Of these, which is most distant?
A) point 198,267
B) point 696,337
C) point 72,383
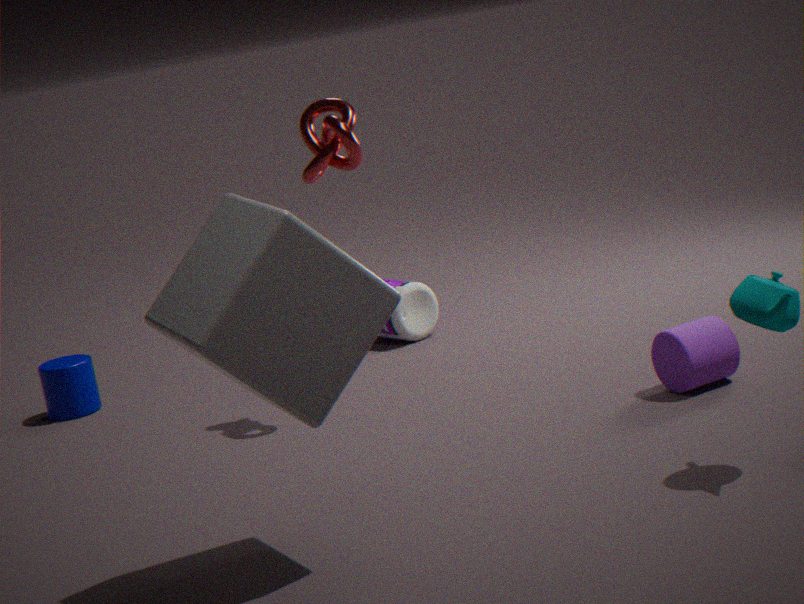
point 72,383
